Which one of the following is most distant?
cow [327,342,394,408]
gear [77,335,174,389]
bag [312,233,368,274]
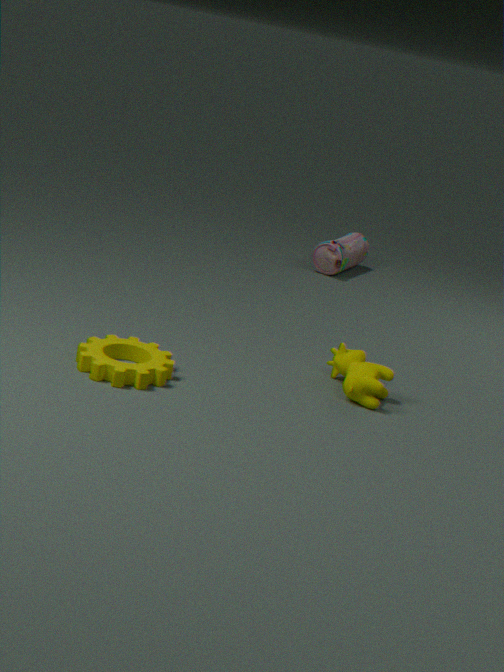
bag [312,233,368,274]
